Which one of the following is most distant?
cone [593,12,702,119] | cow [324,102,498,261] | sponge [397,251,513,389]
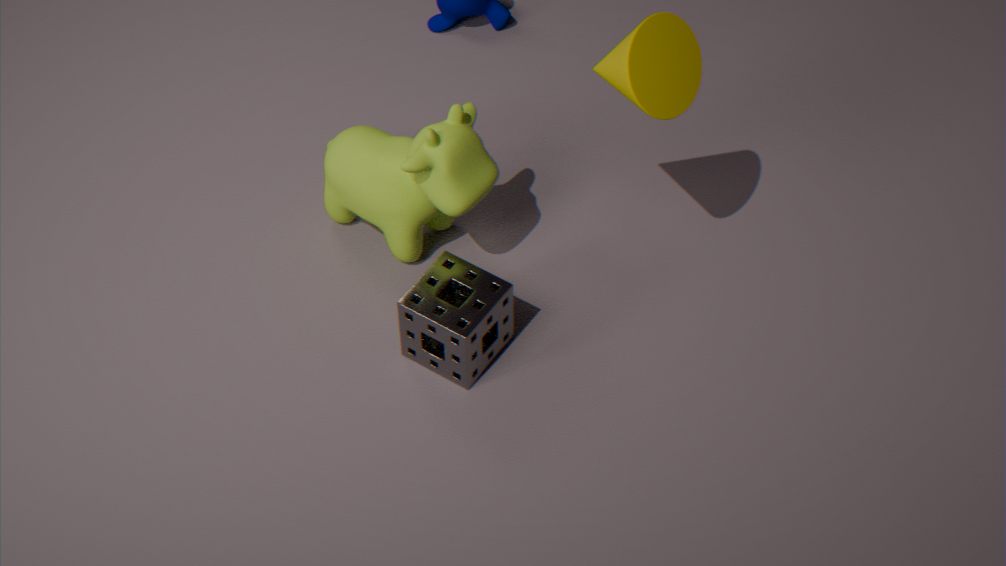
cow [324,102,498,261]
